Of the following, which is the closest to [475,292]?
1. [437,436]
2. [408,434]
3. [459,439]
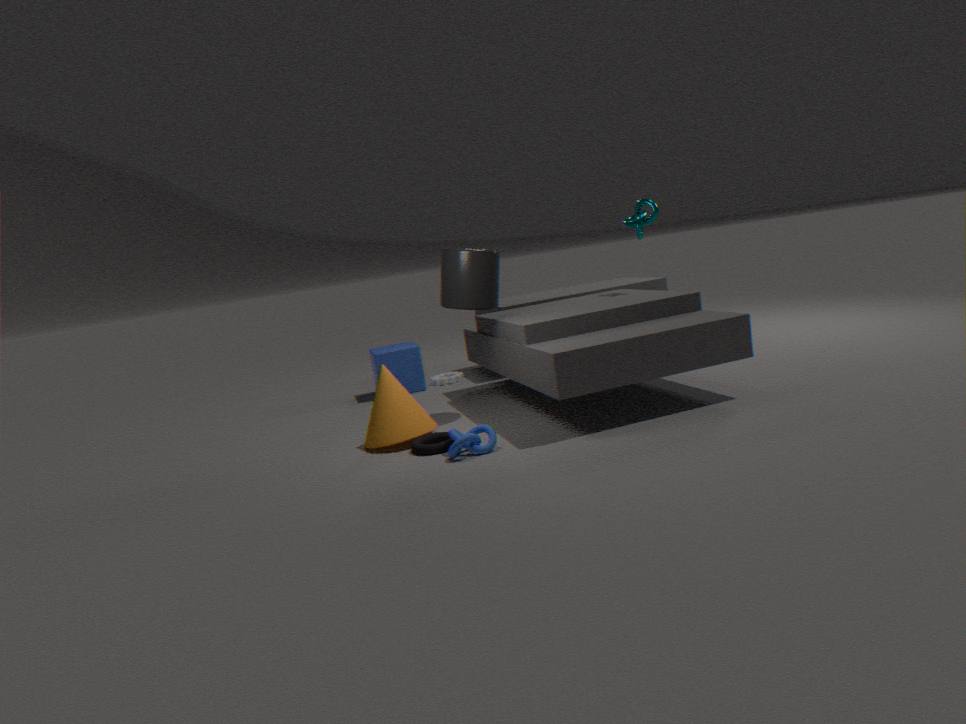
[408,434]
